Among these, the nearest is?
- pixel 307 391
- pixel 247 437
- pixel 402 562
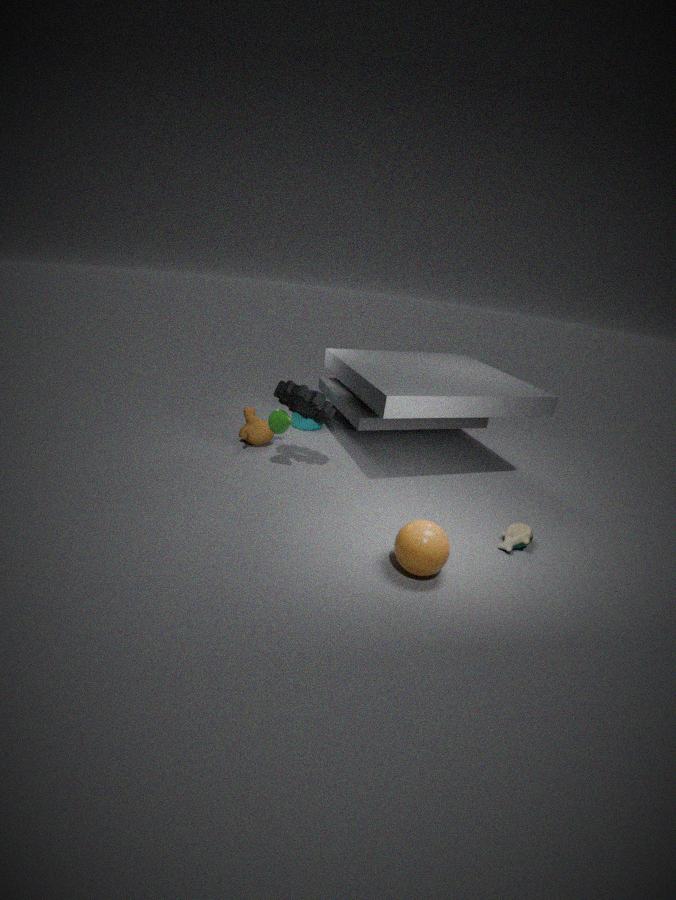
pixel 402 562
